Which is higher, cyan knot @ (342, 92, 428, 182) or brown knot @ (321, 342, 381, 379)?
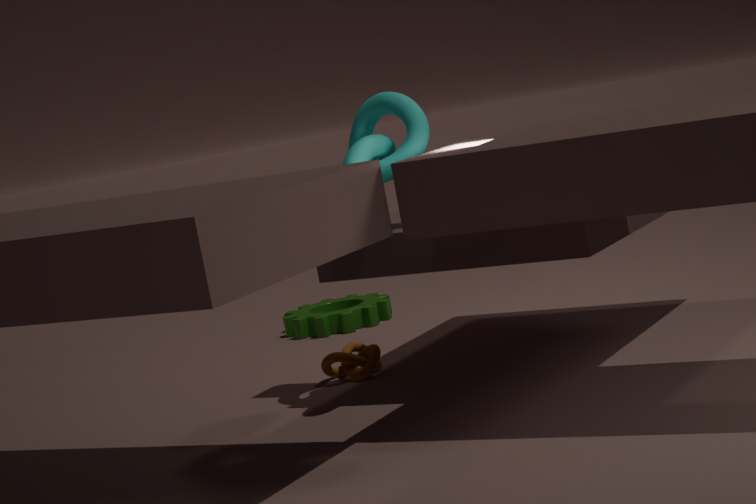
cyan knot @ (342, 92, 428, 182)
